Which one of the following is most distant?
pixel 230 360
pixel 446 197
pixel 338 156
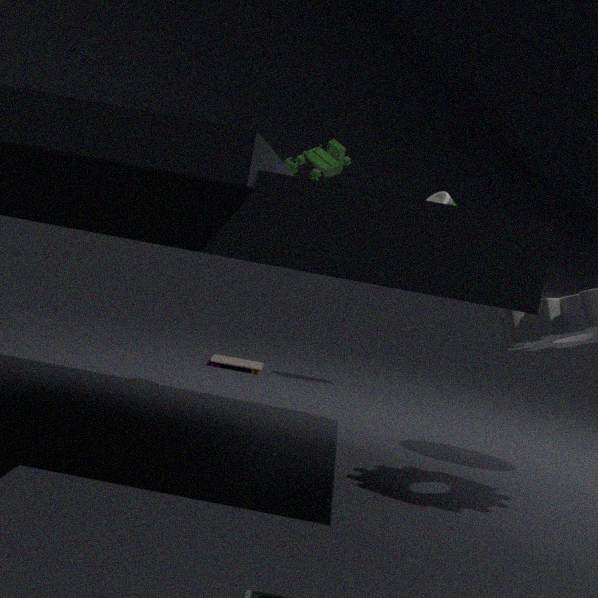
pixel 230 360
